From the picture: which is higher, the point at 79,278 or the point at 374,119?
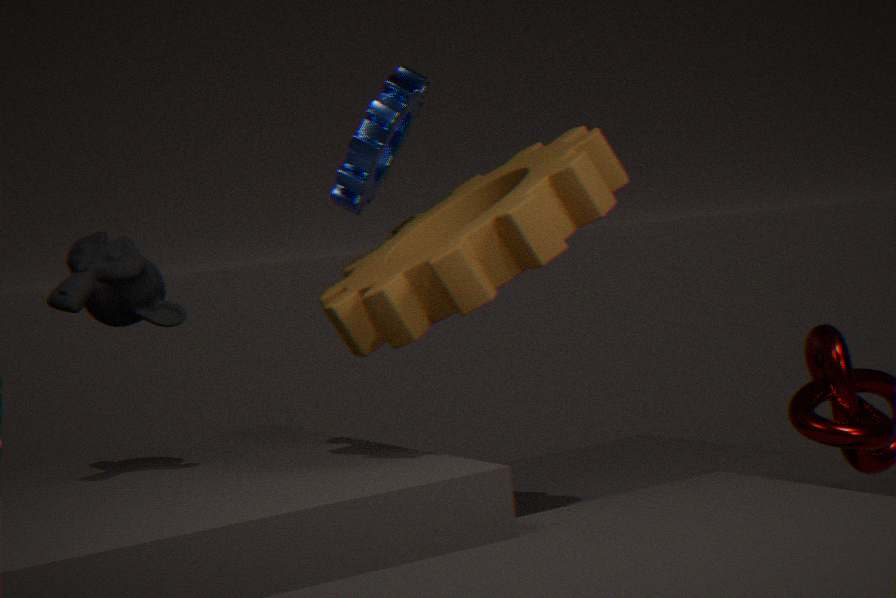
the point at 374,119
